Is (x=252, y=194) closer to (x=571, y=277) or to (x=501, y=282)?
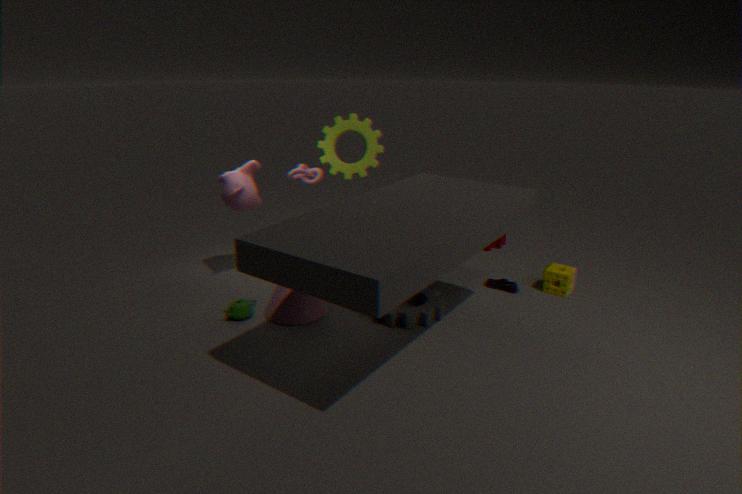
(x=501, y=282)
